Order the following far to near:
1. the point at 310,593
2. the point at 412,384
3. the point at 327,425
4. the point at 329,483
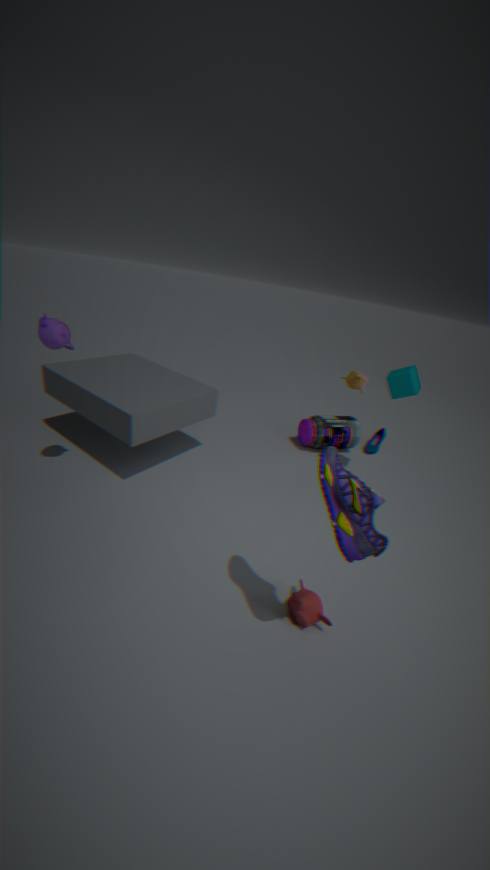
the point at 327,425, the point at 412,384, the point at 310,593, the point at 329,483
